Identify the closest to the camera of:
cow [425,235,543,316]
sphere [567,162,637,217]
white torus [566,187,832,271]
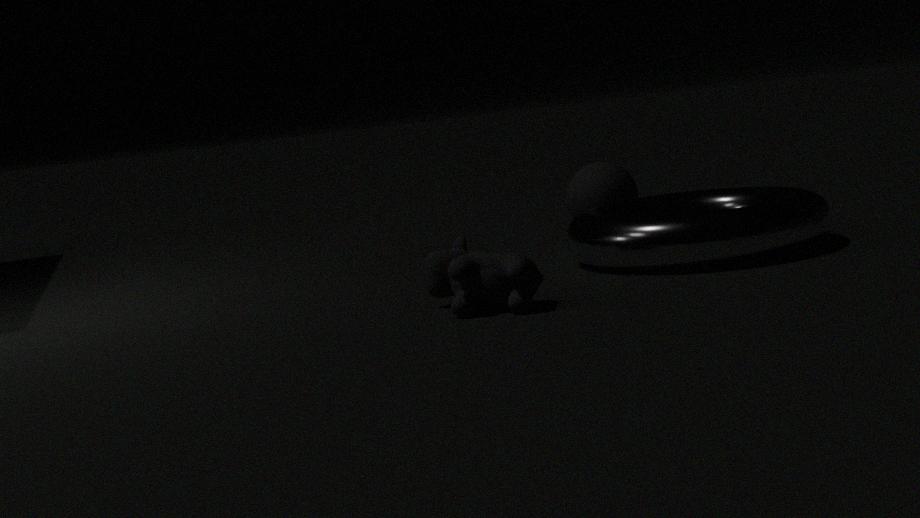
cow [425,235,543,316]
